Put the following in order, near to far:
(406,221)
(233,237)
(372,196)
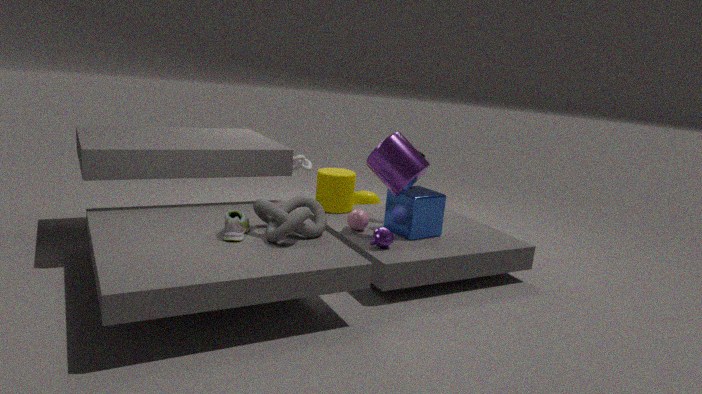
(233,237) → (406,221) → (372,196)
